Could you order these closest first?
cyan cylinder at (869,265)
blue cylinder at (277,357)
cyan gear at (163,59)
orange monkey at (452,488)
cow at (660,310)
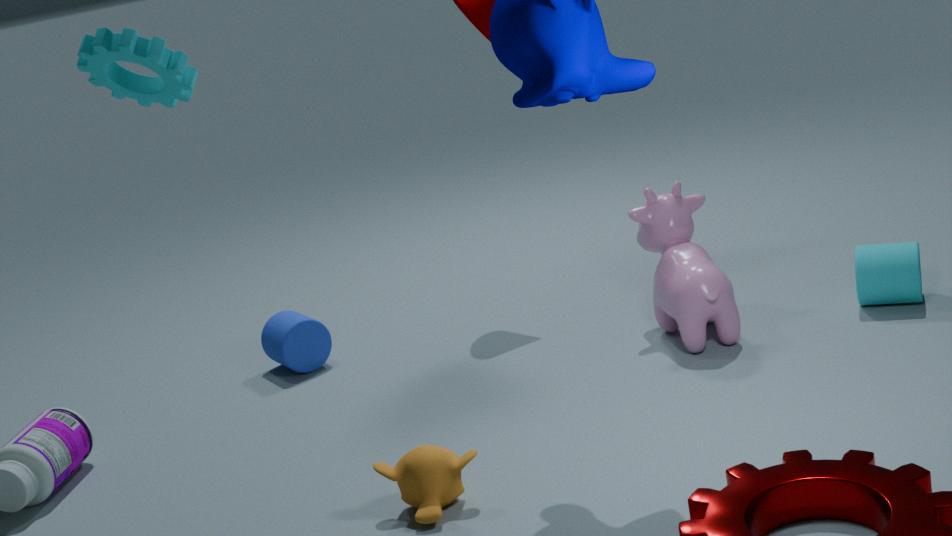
cyan gear at (163,59) < orange monkey at (452,488) < cow at (660,310) < cyan cylinder at (869,265) < blue cylinder at (277,357)
